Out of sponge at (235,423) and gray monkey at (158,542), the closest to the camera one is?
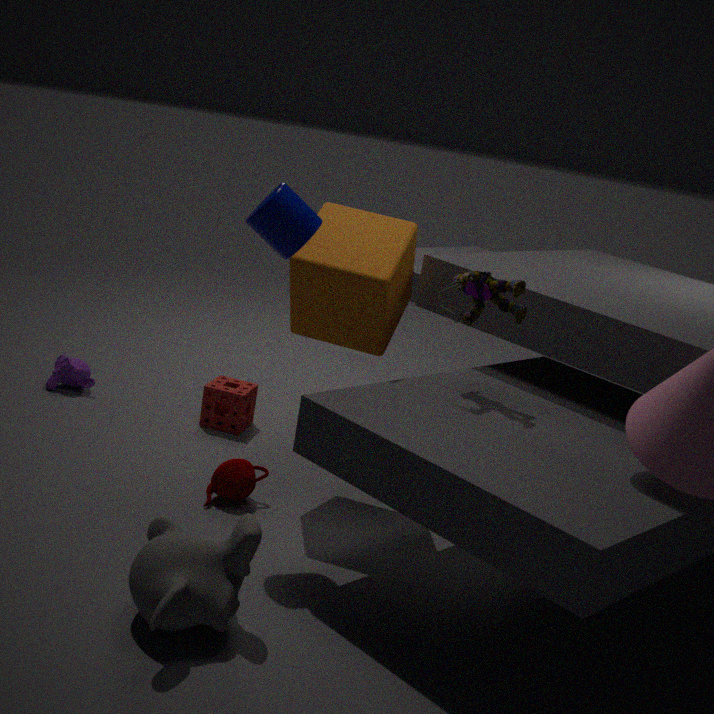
gray monkey at (158,542)
